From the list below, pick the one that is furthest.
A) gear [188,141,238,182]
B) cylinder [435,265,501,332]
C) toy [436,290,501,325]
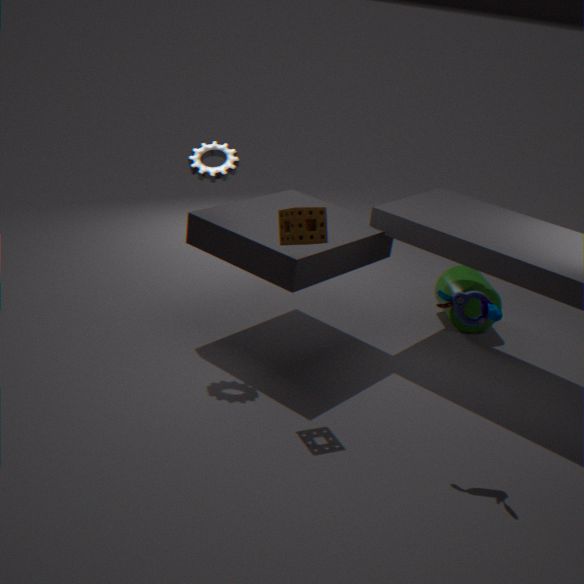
cylinder [435,265,501,332]
